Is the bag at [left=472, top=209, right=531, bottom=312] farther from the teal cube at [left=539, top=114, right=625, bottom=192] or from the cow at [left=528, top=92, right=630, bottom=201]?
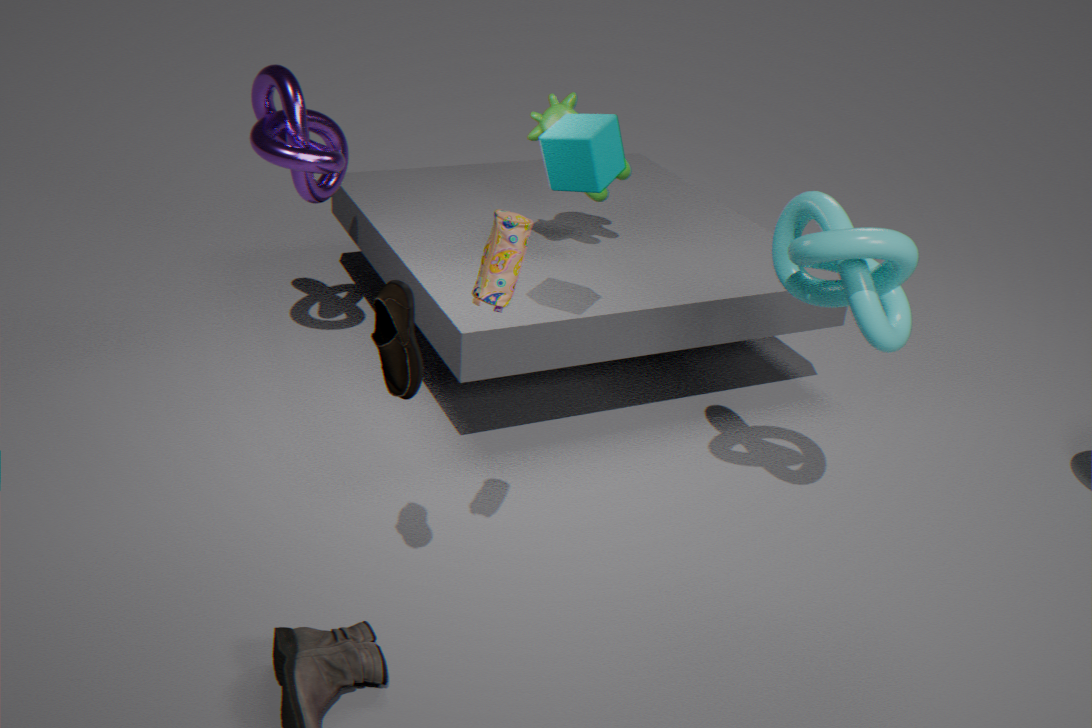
the cow at [left=528, top=92, right=630, bottom=201]
